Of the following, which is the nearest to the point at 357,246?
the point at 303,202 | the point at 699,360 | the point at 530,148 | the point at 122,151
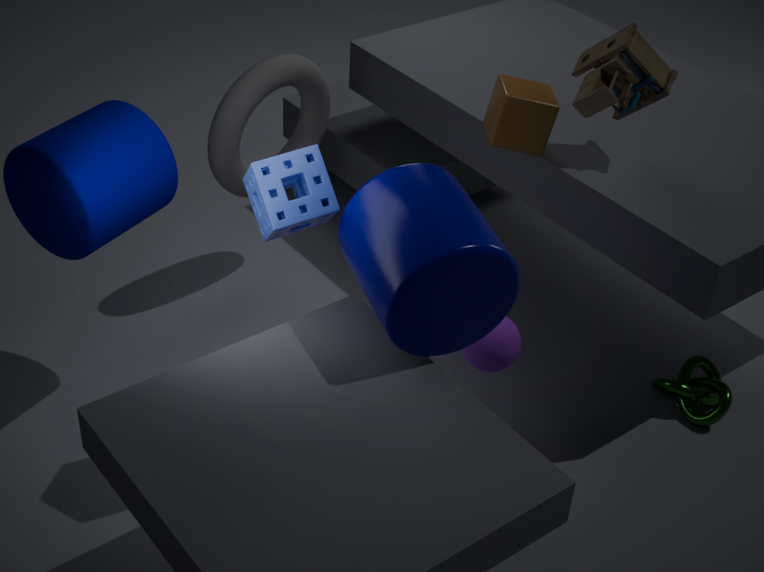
the point at 303,202
